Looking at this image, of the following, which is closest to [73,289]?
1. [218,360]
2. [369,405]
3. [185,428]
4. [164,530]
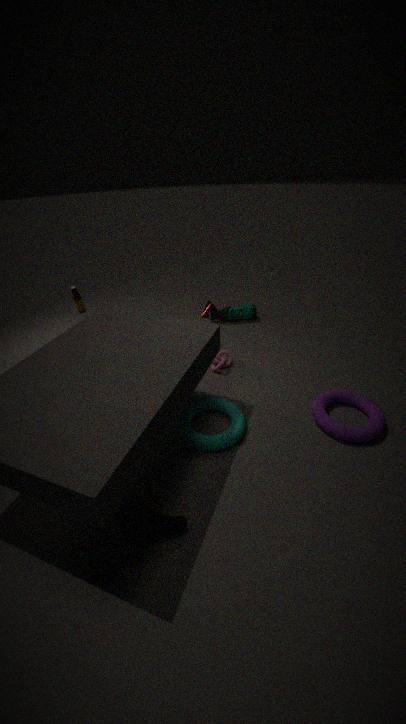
[218,360]
